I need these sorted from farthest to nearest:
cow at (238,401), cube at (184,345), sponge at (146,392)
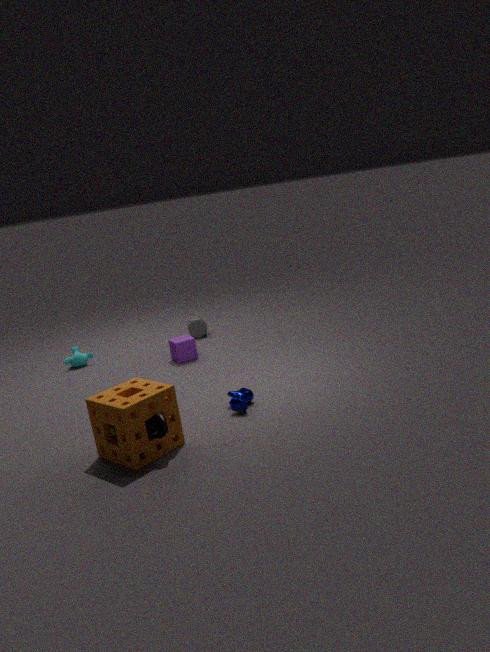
cube at (184,345), cow at (238,401), sponge at (146,392)
